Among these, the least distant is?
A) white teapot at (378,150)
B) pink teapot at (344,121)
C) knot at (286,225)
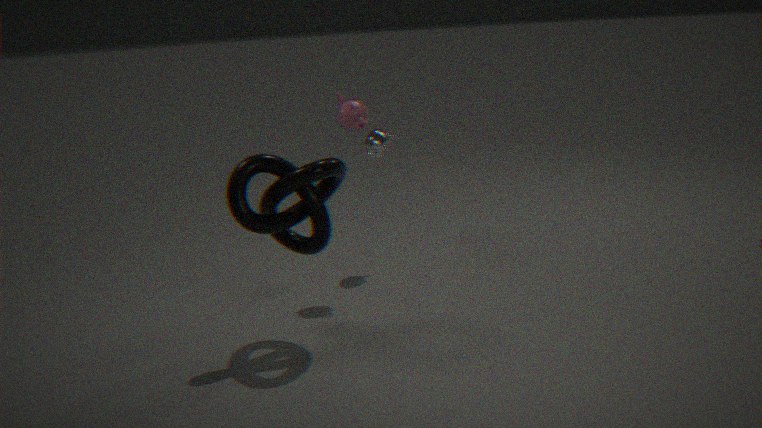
knot at (286,225)
